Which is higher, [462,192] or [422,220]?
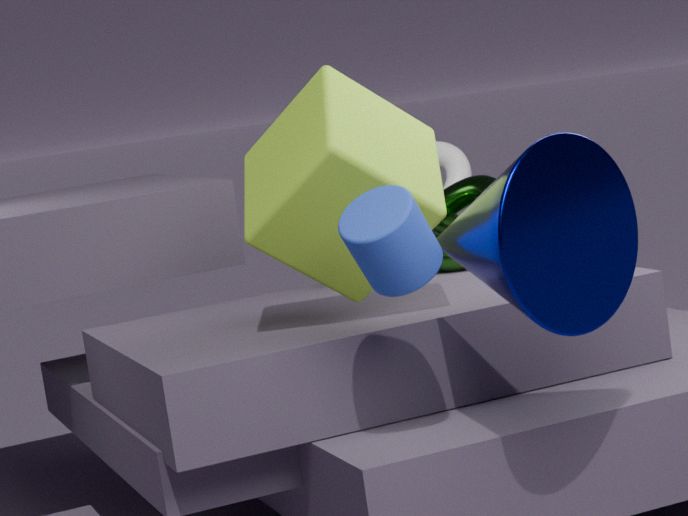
[422,220]
